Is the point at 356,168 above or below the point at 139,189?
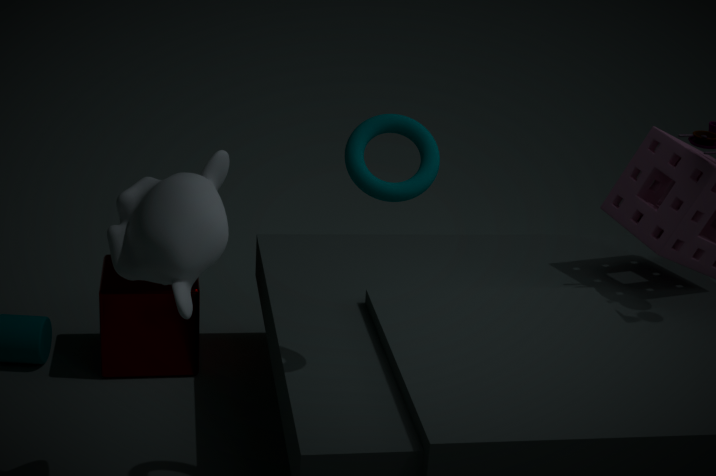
above
